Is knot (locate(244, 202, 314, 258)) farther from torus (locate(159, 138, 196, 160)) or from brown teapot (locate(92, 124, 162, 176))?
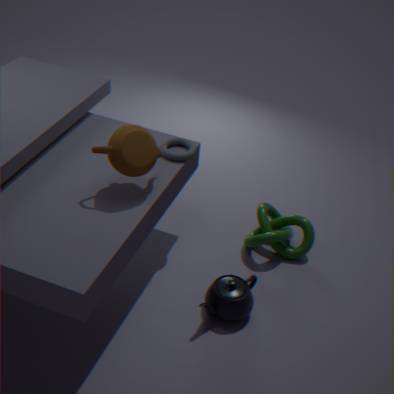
brown teapot (locate(92, 124, 162, 176))
